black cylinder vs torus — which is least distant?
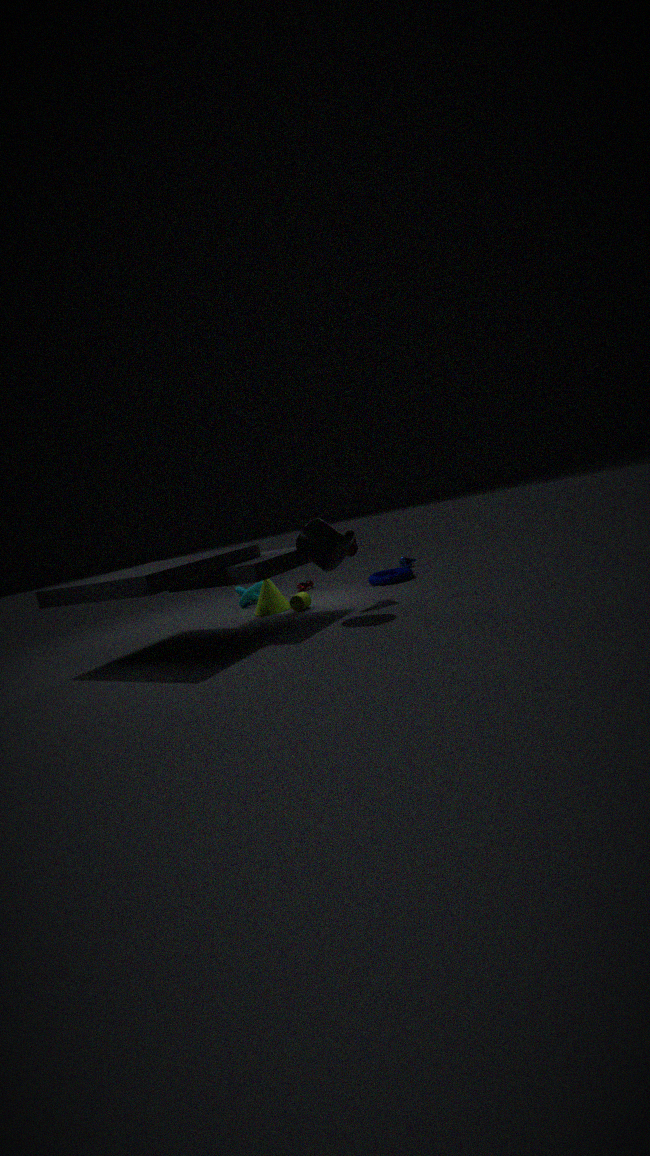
black cylinder
